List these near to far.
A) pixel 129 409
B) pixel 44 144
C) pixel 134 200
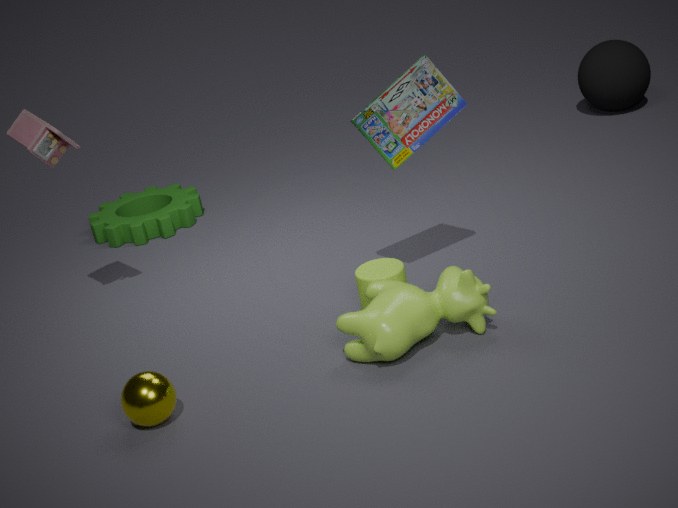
→ 1. pixel 129 409
2. pixel 44 144
3. pixel 134 200
